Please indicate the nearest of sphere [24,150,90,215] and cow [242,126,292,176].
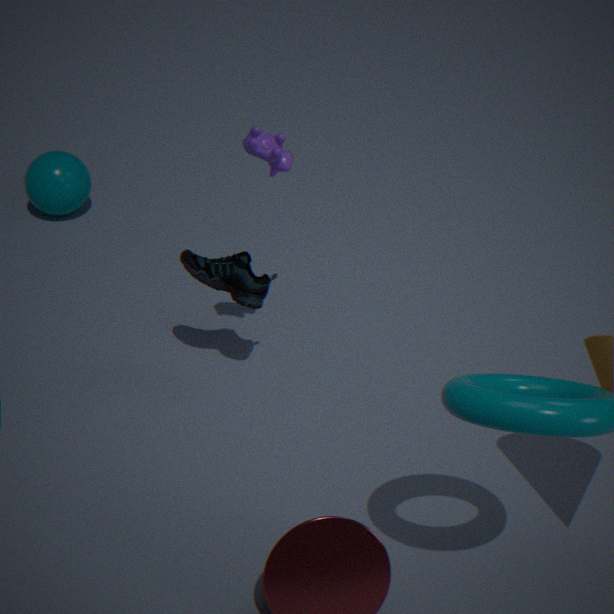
cow [242,126,292,176]
